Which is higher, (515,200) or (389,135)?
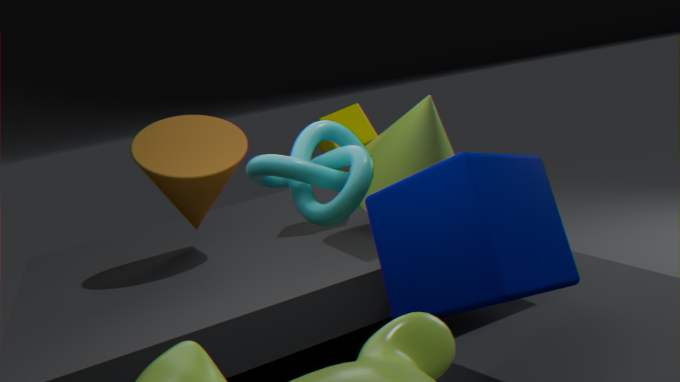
(389,135)
